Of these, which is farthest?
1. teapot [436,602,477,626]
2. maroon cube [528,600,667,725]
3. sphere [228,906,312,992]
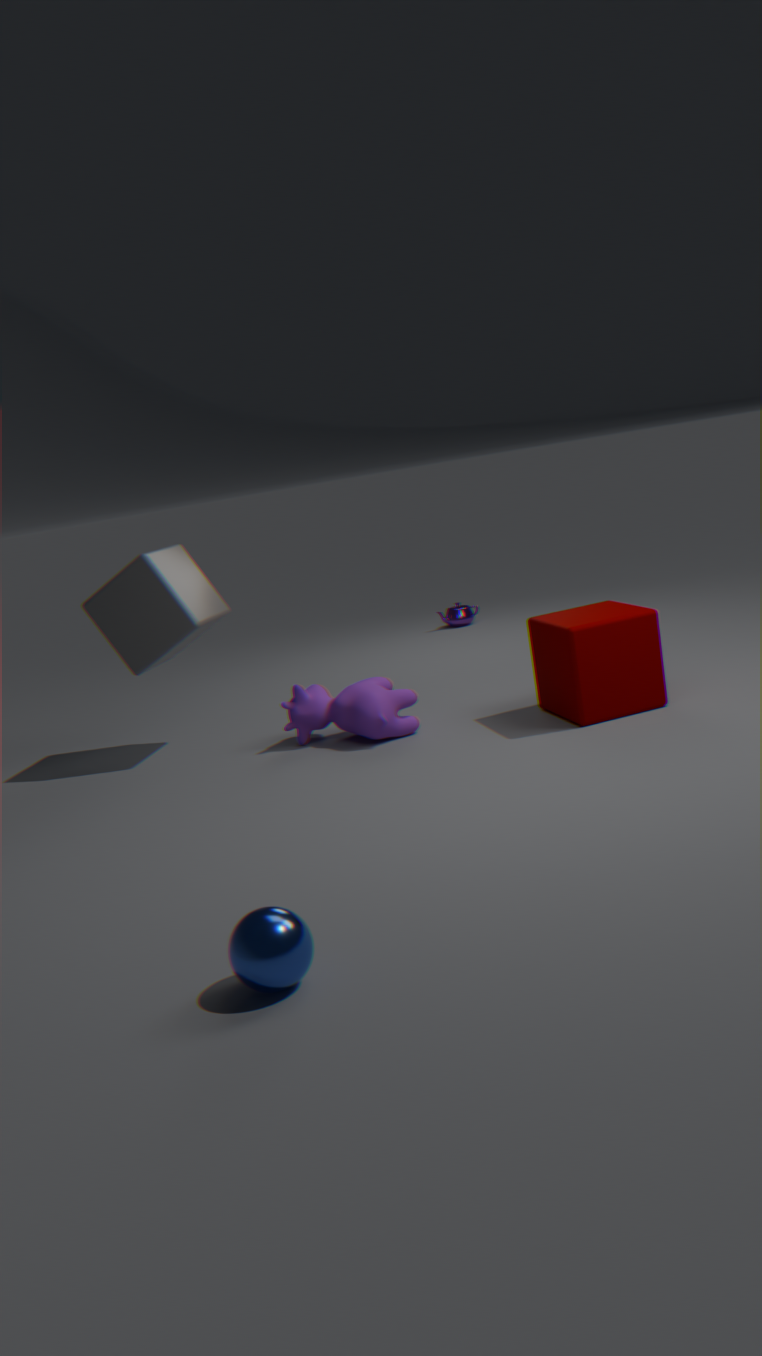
teapot [436,602,477,626]
